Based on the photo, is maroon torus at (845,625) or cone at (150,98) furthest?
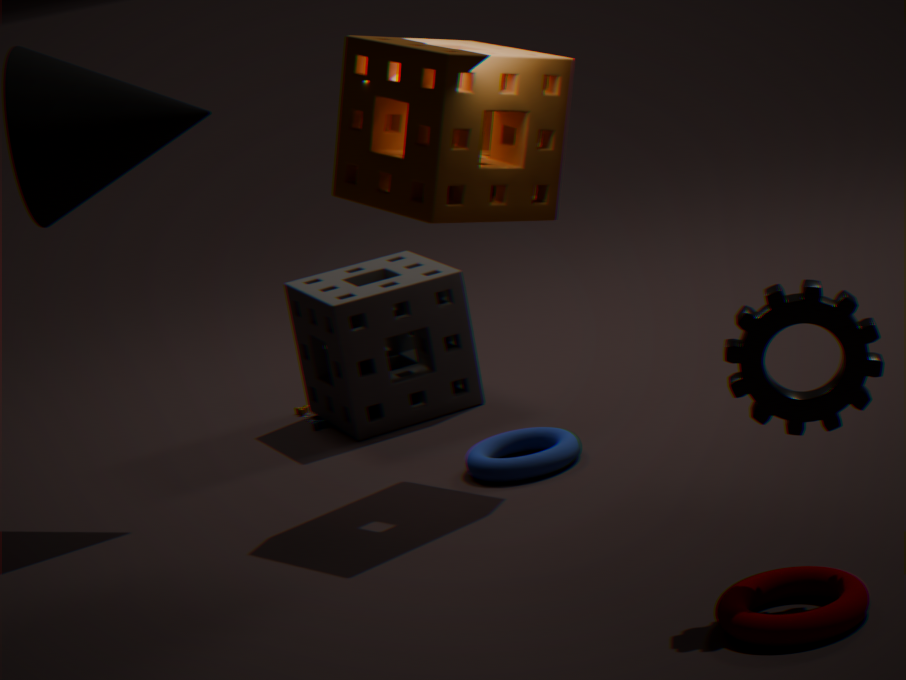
cone at (150,98)
